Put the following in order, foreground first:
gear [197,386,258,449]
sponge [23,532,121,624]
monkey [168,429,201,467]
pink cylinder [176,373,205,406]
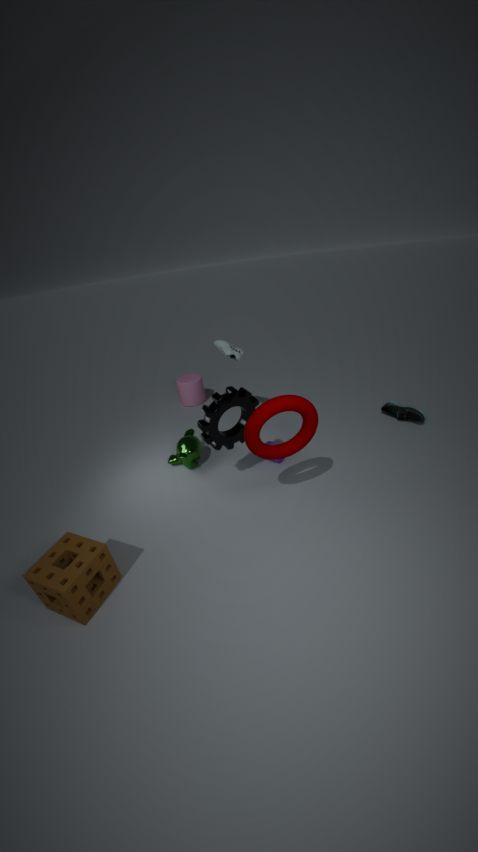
sponge [23,532,121,624]
gear [197,386,258,449]
monkey [168,429,201,467]
pink cylinder [176,373,205,406]
